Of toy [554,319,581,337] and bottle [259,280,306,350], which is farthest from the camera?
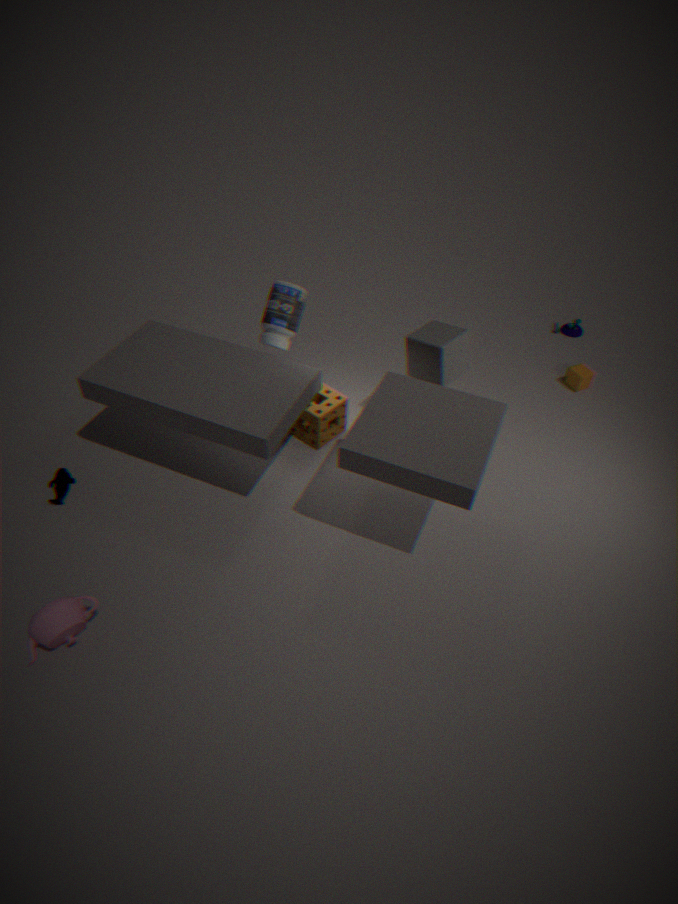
toy [554,319,581,337]
